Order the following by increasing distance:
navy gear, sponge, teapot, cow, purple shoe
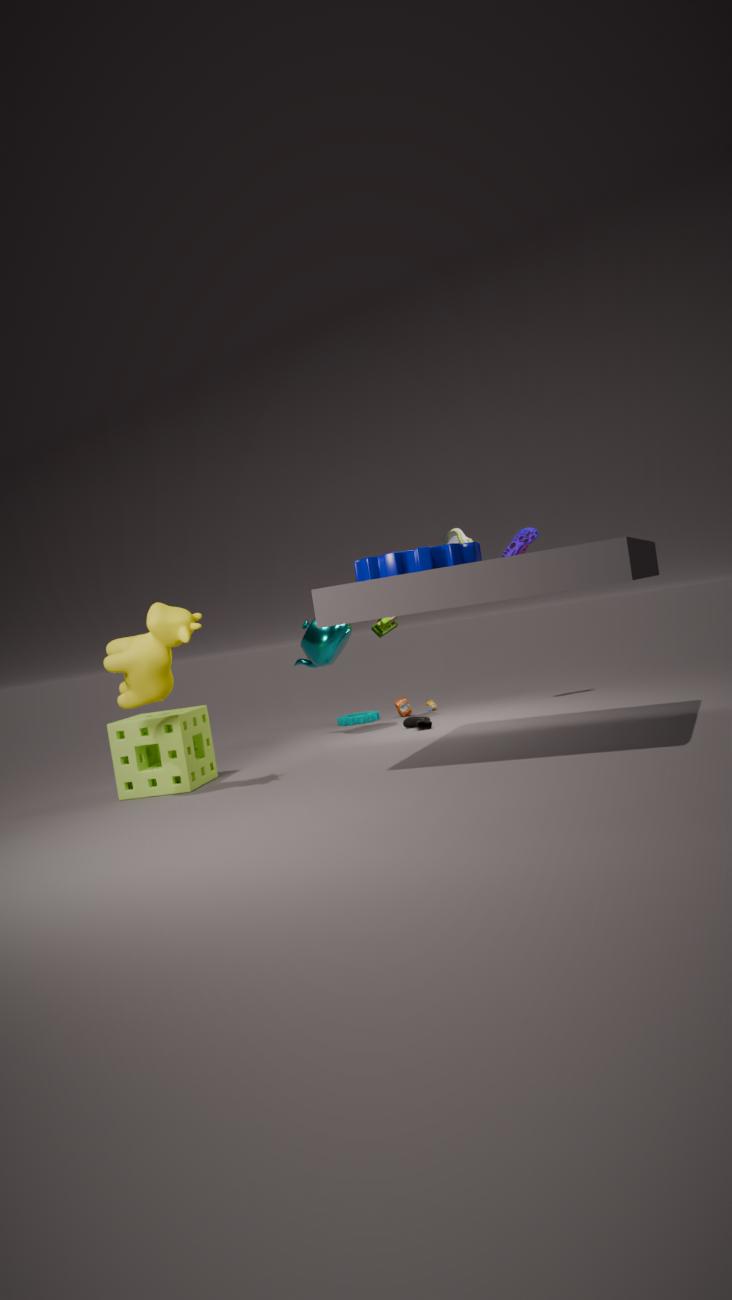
navy gear < cow < sponge < teapot < purple shoe
